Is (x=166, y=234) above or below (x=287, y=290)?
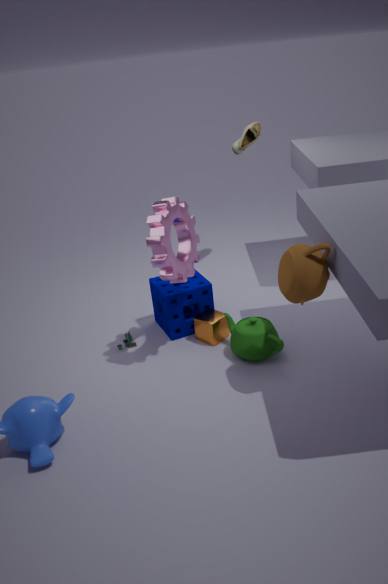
above
